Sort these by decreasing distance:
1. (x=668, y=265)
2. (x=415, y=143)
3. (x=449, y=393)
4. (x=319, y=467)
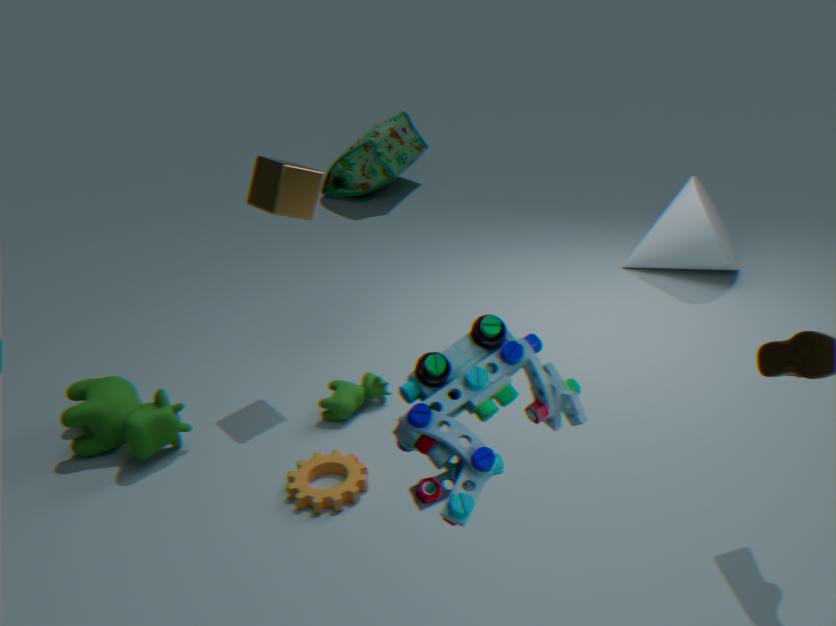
1. (x=415, y=143)
2. (x=668, y=265)
3. (x=319, y=467)
4. (x=449, y=393)
